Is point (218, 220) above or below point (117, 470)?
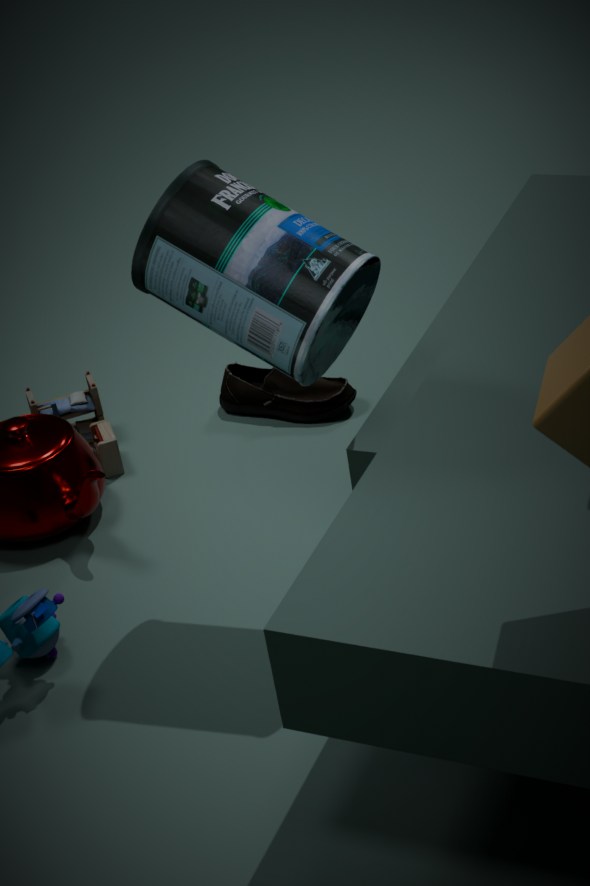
above
